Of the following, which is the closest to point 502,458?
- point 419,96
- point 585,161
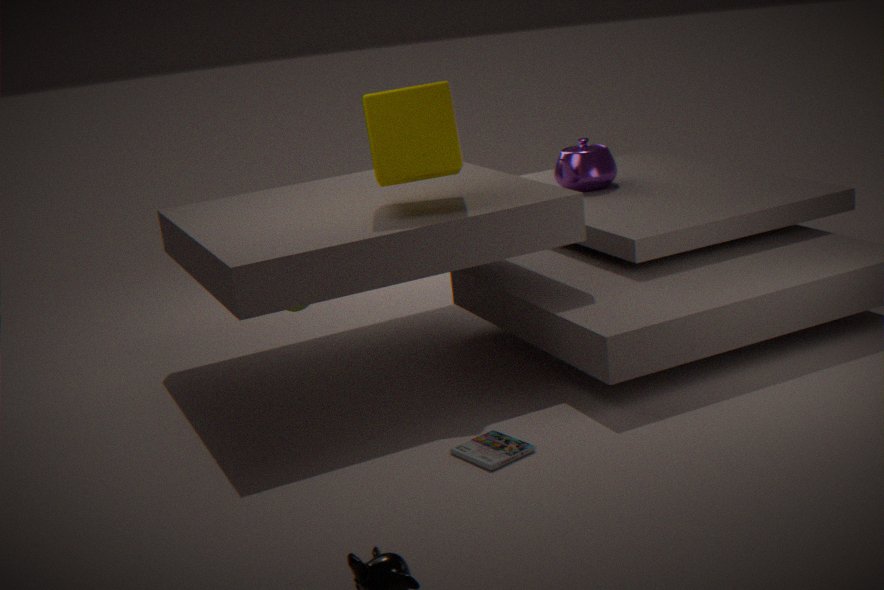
point 419,96
